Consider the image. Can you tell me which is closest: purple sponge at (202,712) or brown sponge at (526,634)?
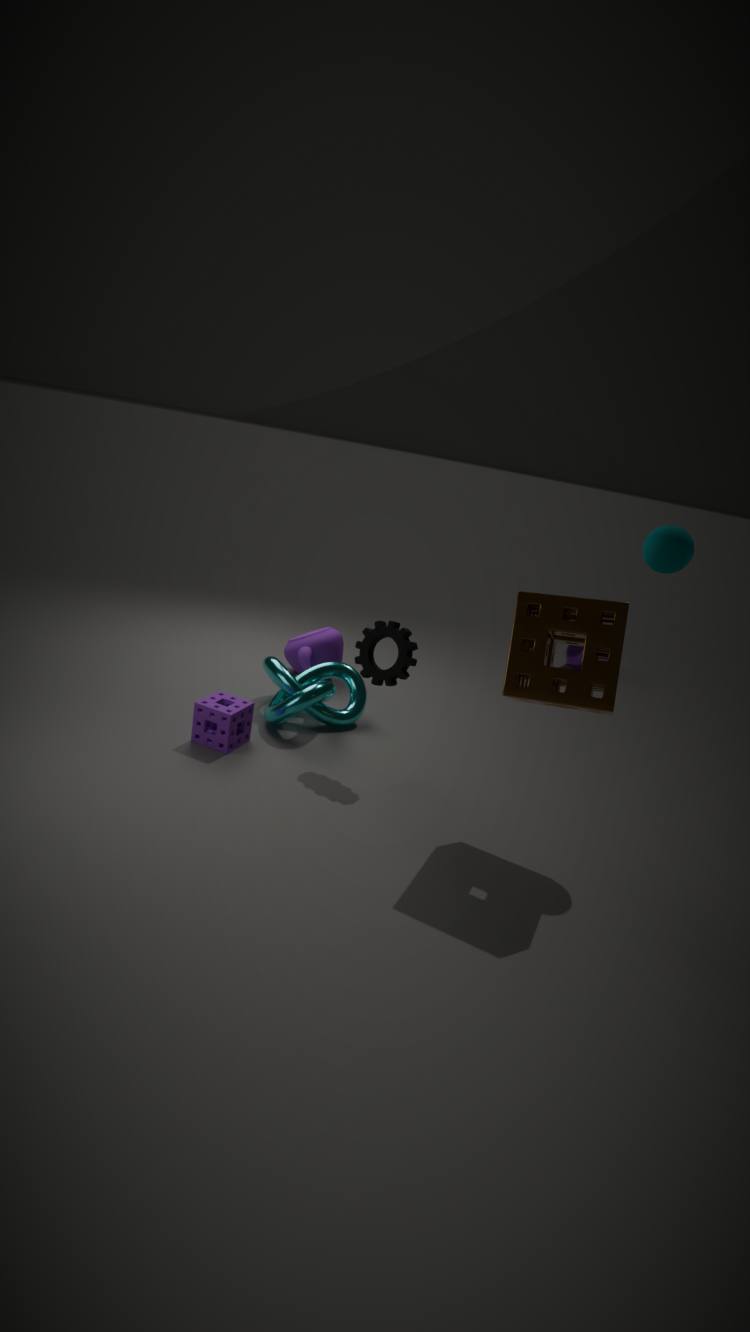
brown sponge at (526,634)
